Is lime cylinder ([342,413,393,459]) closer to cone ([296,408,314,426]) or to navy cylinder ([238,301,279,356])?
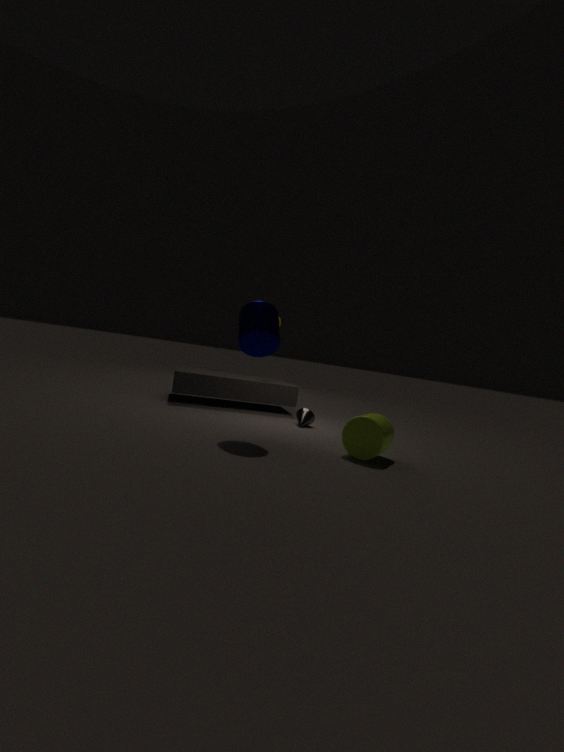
cone ([296,408,314,426])
